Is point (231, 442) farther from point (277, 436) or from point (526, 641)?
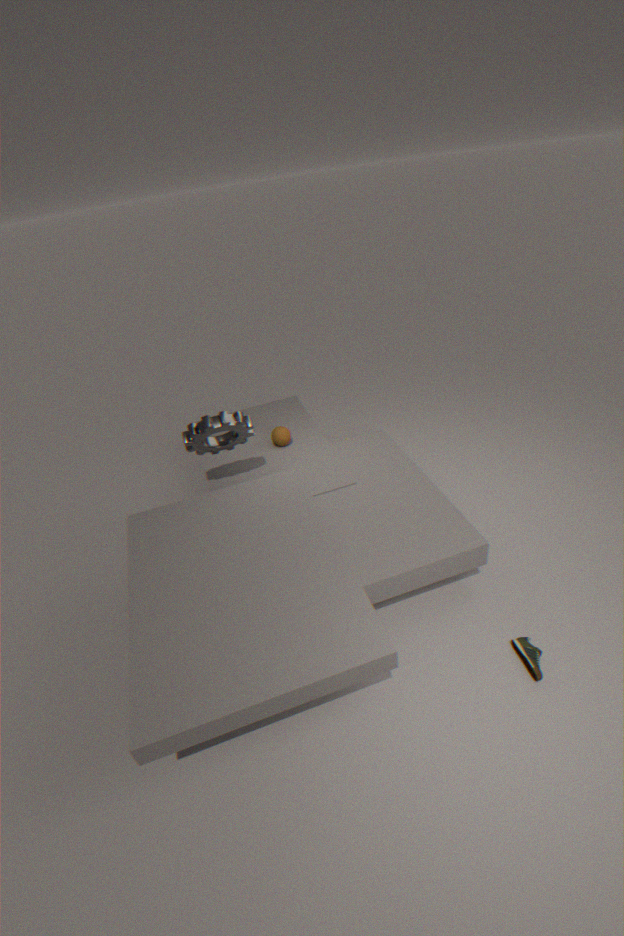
point (526, 641)
